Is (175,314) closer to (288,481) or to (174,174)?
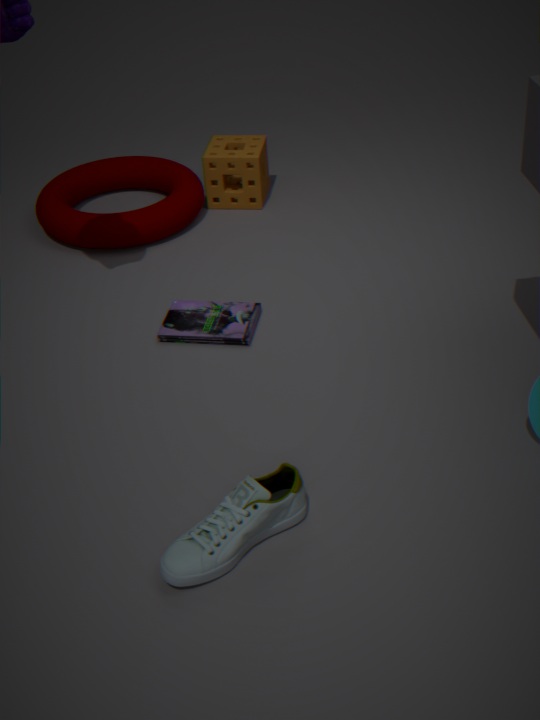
(174,174)
